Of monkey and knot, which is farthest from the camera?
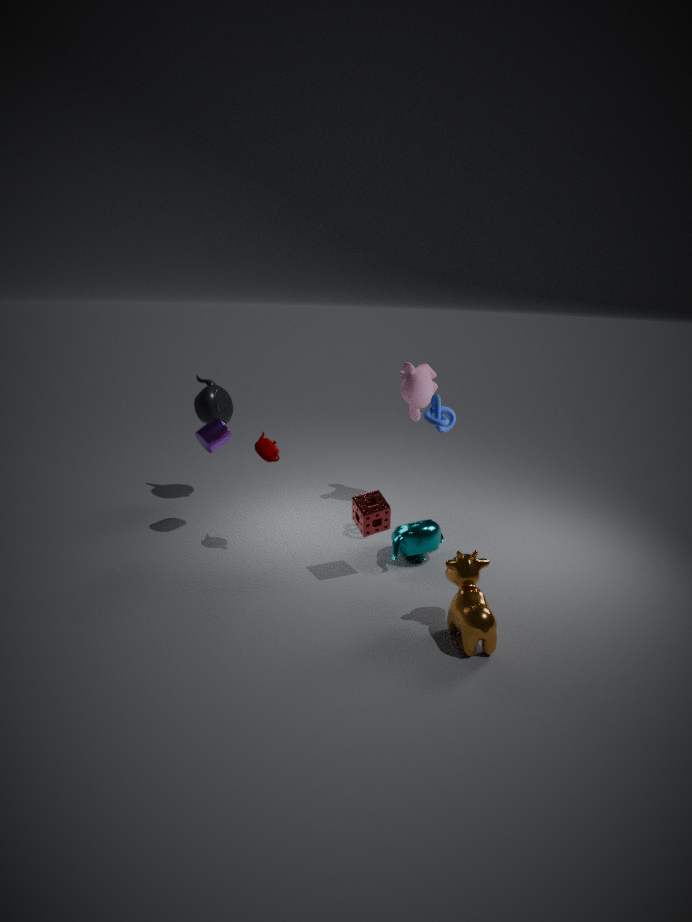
monkey
